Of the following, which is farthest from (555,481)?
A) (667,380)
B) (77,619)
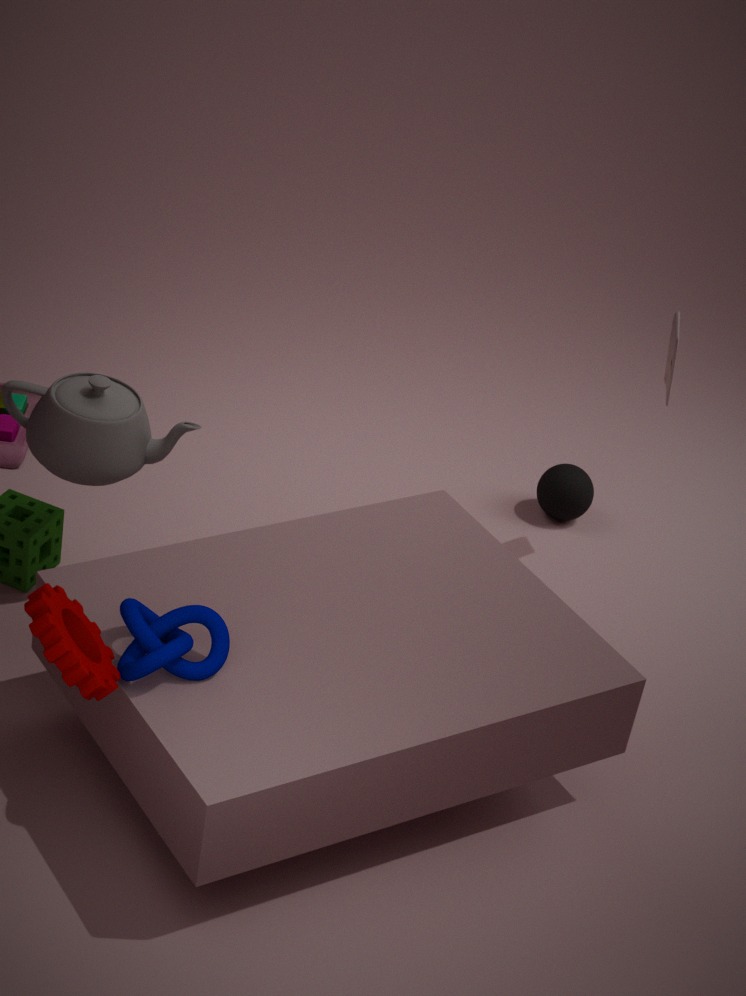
(77,619)
